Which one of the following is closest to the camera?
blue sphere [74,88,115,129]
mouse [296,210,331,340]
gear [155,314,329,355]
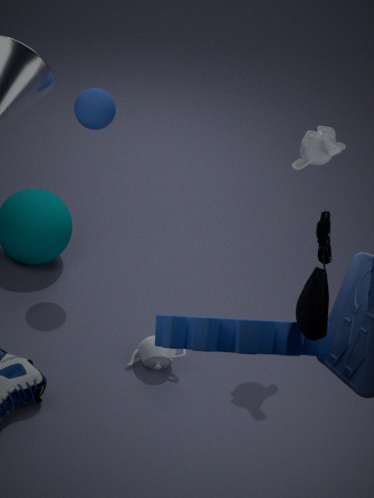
mouse [296,210,331,340]
